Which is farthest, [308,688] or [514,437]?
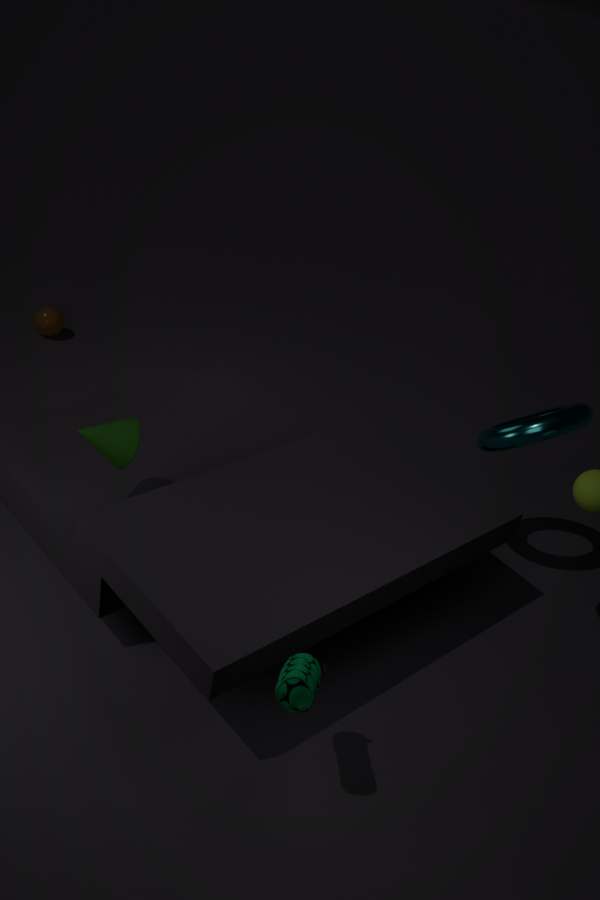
[514,437]
